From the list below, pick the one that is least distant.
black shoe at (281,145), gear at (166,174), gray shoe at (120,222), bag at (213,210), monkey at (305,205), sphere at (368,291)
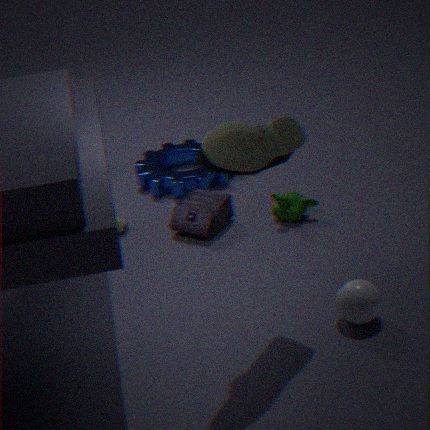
black shoe at (281,145)
